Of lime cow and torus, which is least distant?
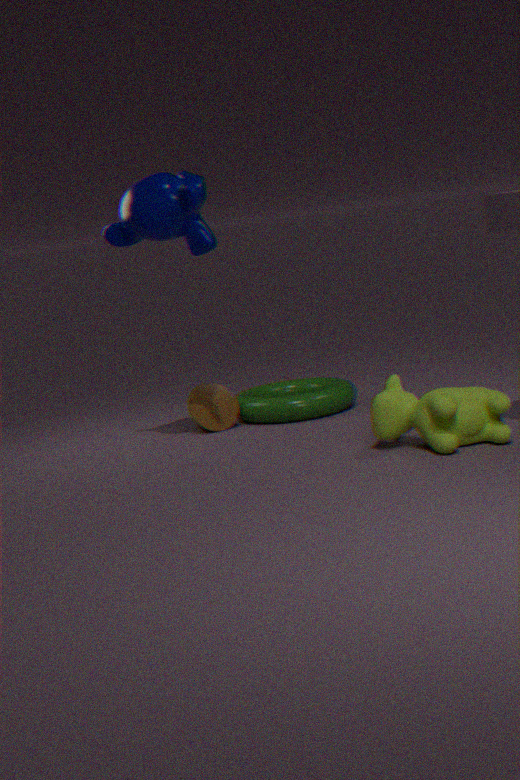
lime cow
